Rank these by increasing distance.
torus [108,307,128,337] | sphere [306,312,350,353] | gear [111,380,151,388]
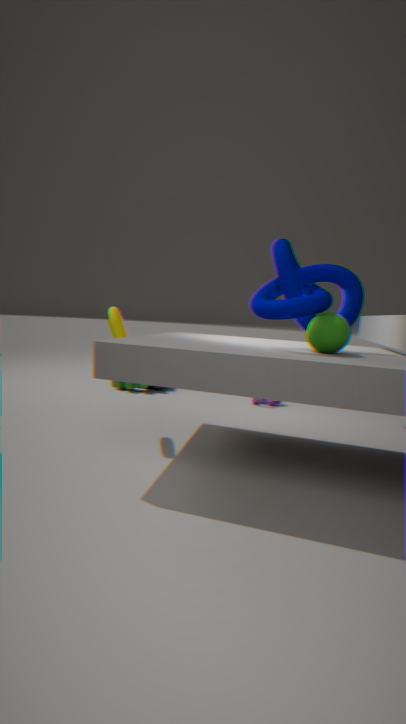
1. sphere [306,312,350,353]
2. torus [108,307,128,337]
3. gear [111,380,151,388]
